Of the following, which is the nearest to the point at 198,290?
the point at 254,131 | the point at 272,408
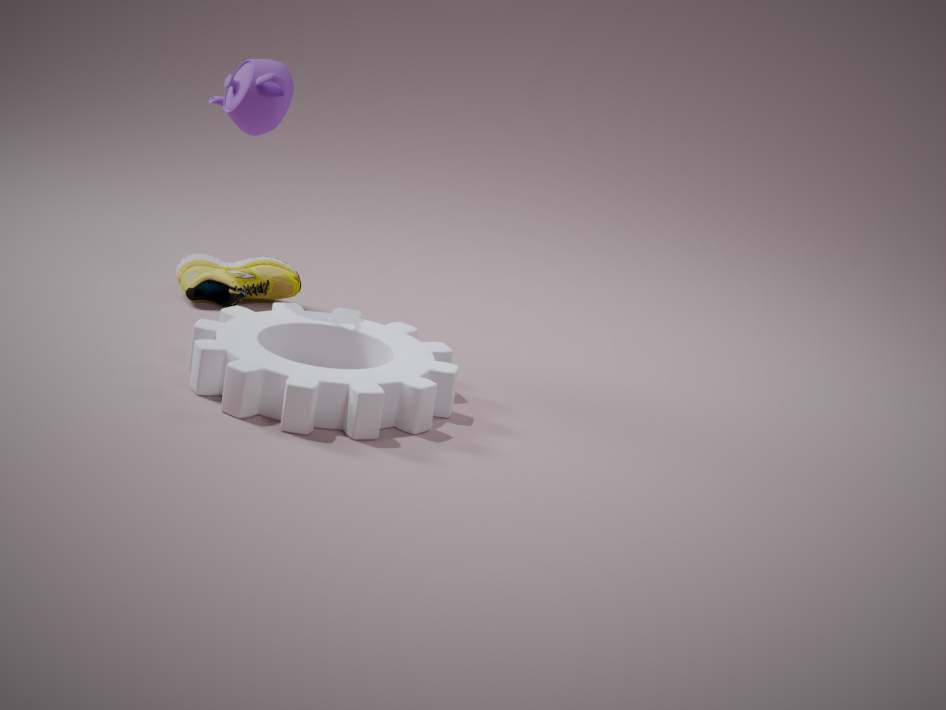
the point at 254,131
